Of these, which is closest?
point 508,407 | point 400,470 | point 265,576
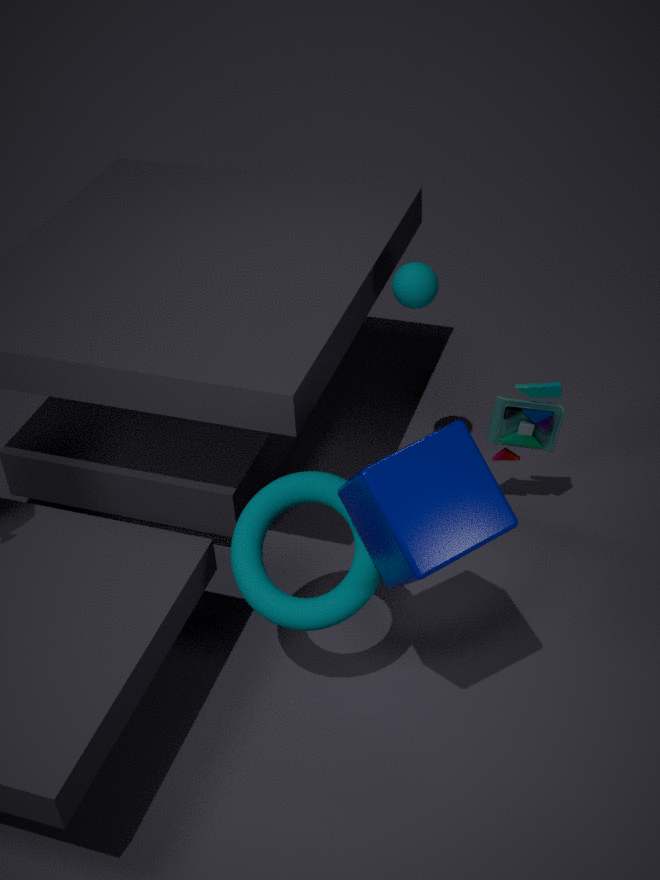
point 400,470
